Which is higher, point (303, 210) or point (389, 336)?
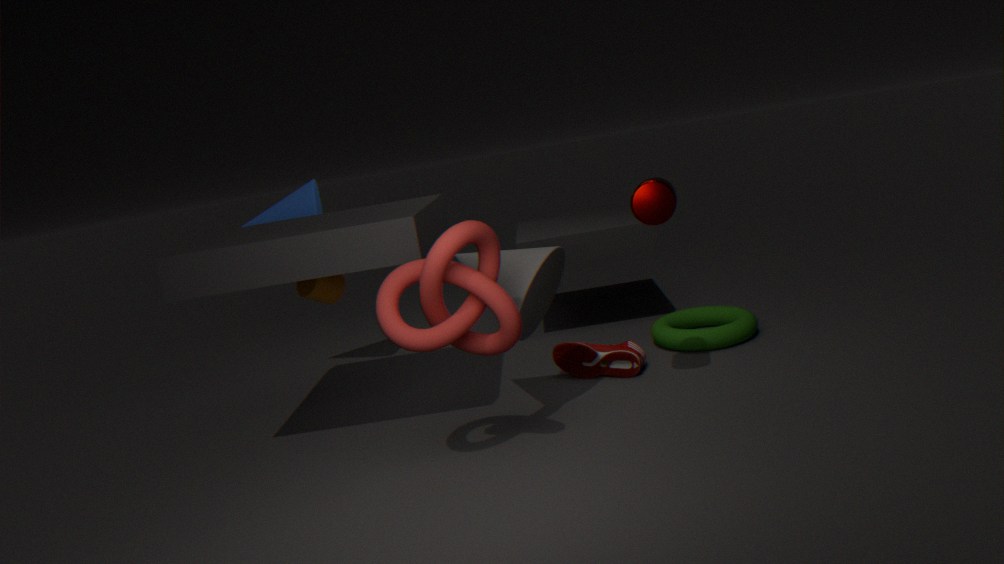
point (303, 210)
